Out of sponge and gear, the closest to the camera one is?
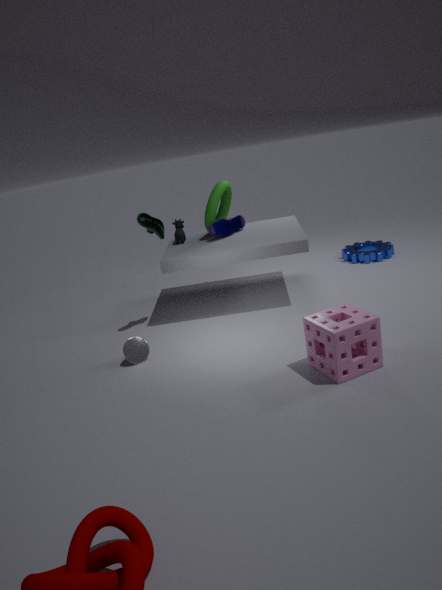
sponge
